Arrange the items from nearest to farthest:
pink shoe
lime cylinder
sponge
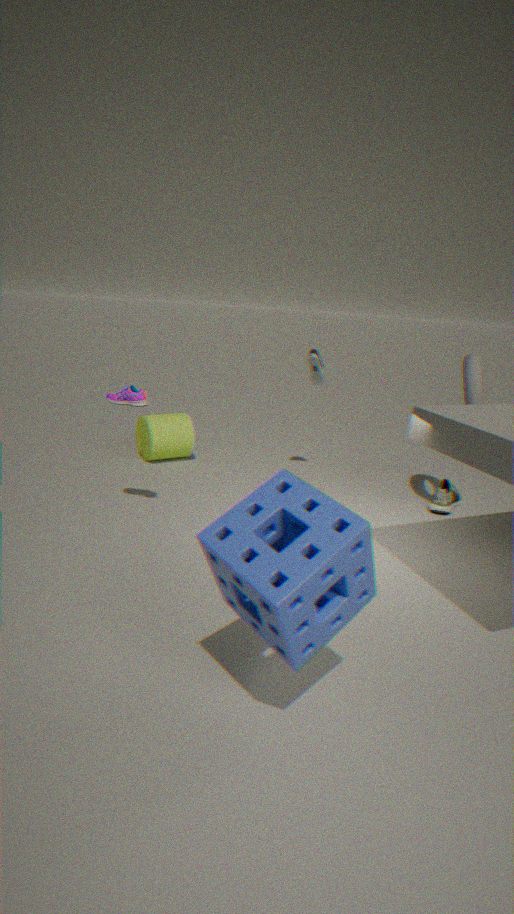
sponge → pink shoe → lime cylinder
